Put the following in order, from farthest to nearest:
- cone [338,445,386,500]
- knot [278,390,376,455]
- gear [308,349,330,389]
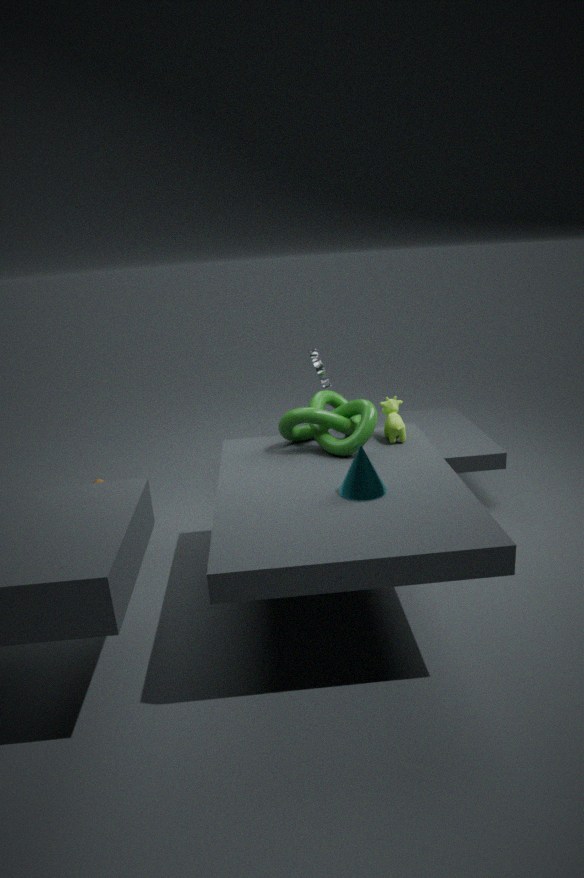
gear [308,349,330,389] < knot [278,390,376,455] < cone [338,445,386,500]
